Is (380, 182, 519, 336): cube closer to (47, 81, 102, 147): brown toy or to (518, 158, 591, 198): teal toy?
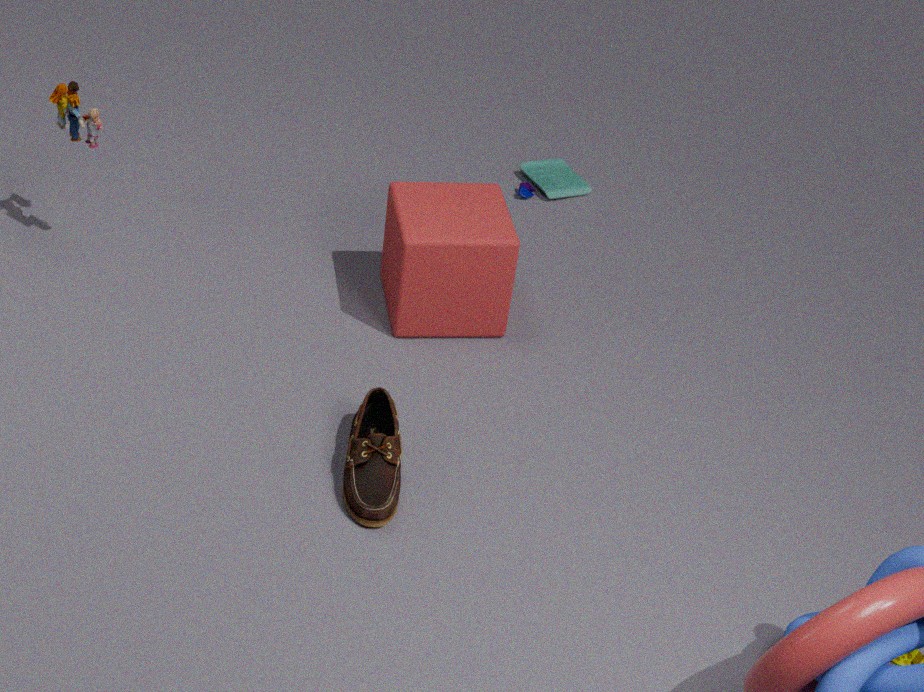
(518, 158, 591, 198): teal toy
